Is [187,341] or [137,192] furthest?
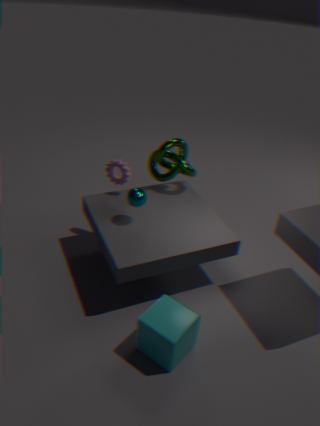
[137,192]
